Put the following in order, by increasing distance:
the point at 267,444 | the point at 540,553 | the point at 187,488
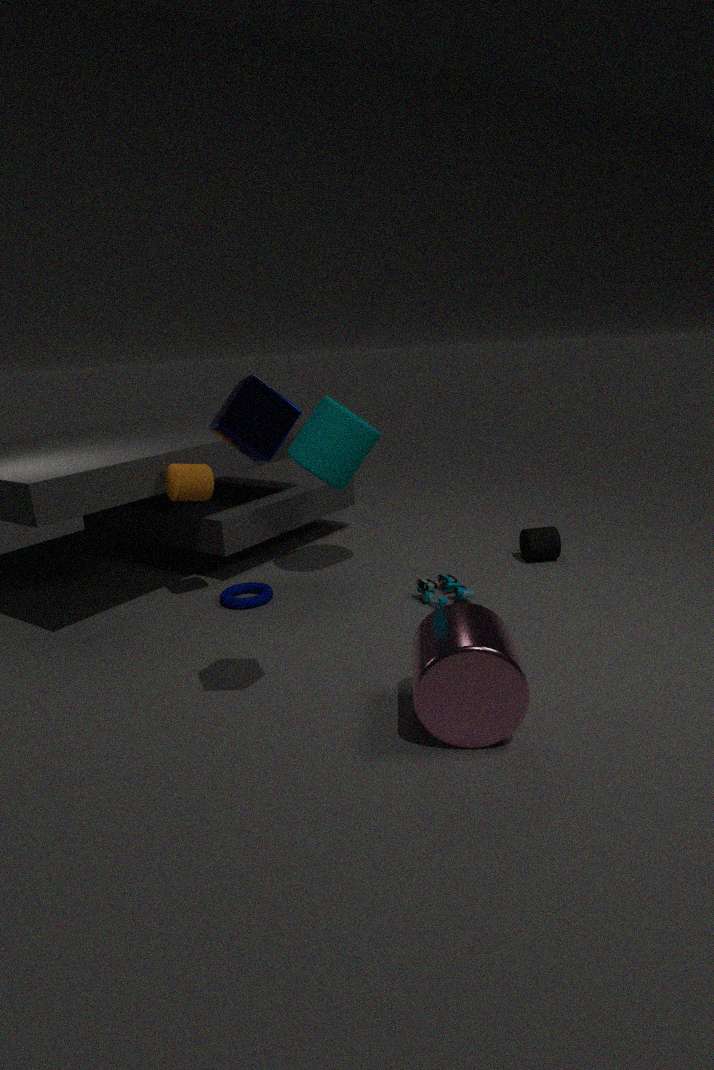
the point at 267,444 < the point at 187,488 < the point at 540,553
